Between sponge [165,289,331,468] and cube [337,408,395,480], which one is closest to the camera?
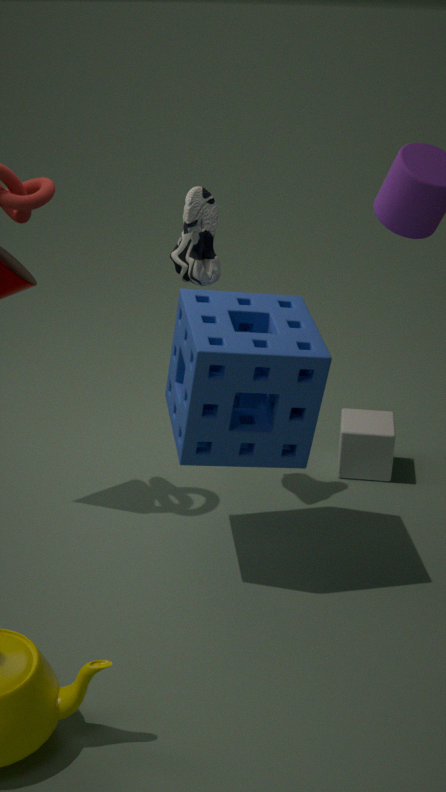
sponge [165,289,331,468]
